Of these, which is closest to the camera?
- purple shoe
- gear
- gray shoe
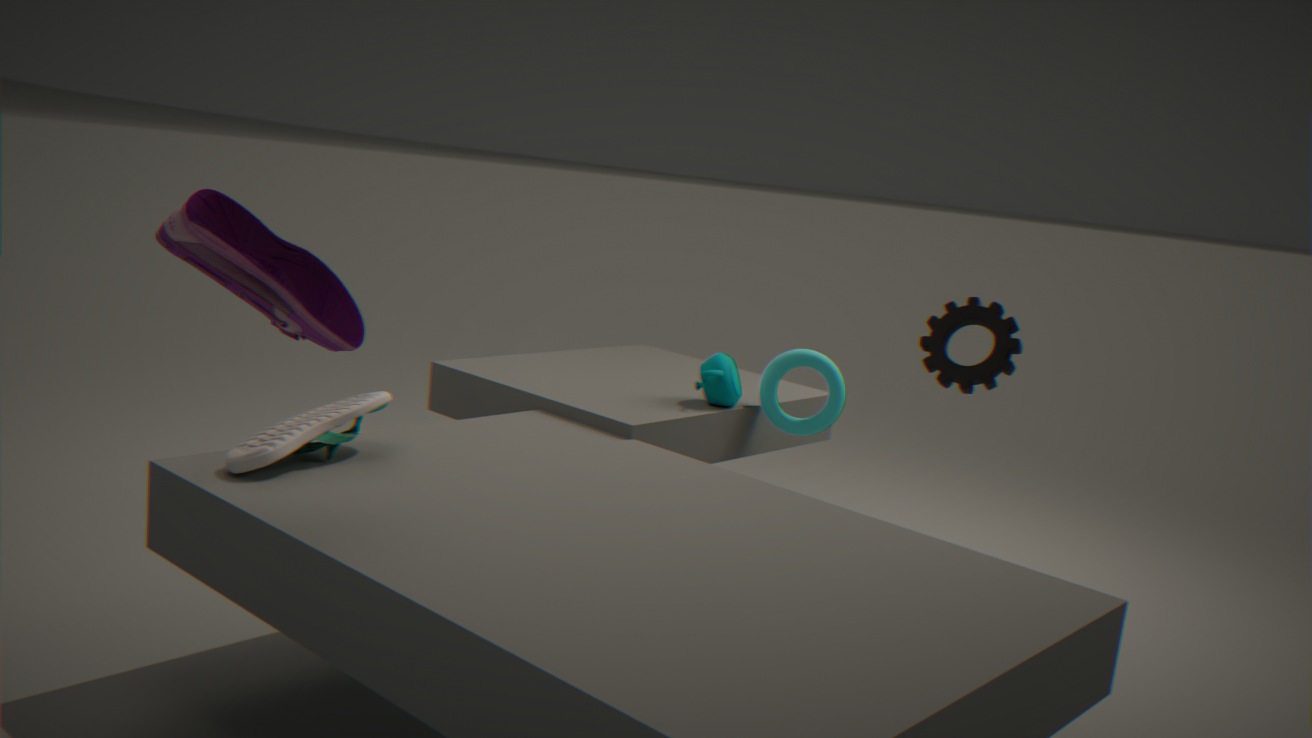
purple shoe
